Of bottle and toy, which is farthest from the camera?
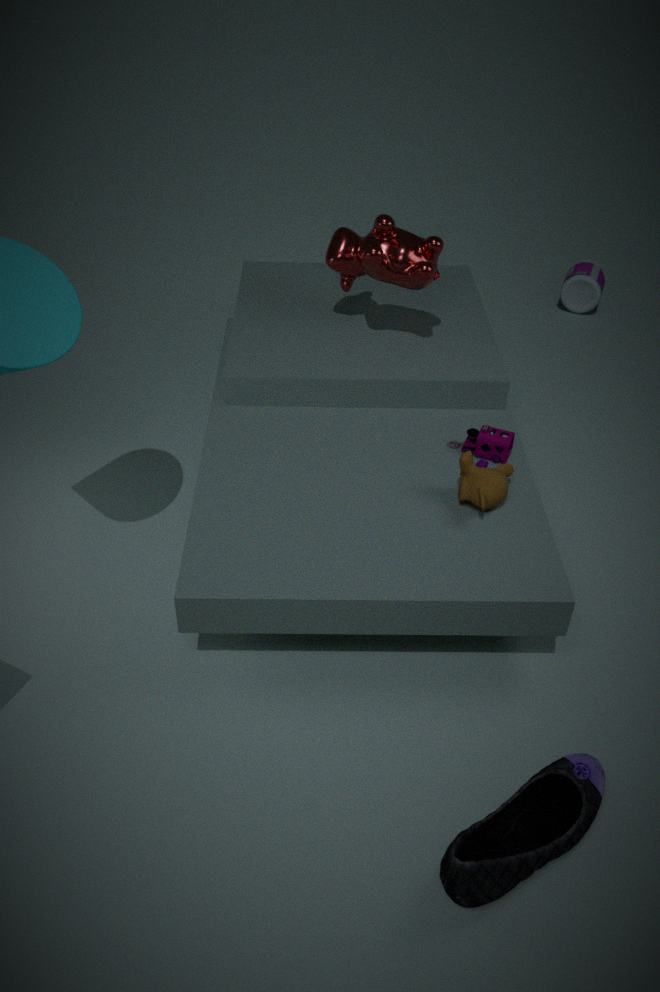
bottle
